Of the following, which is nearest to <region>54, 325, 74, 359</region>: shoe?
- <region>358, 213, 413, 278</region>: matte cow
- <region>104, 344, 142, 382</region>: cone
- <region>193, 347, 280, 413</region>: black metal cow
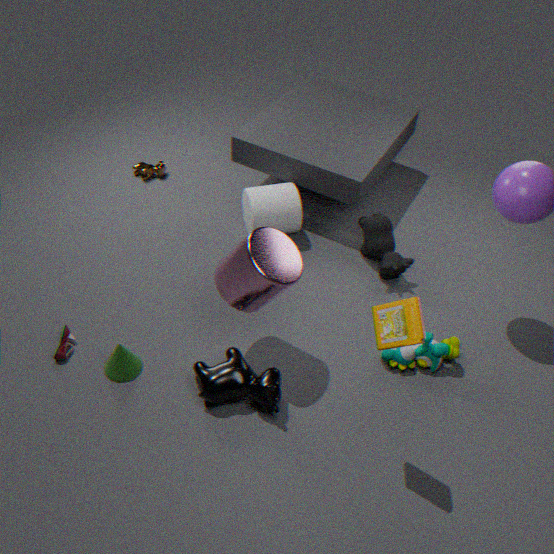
<region>104, 344, 142, 382</region>: cone
